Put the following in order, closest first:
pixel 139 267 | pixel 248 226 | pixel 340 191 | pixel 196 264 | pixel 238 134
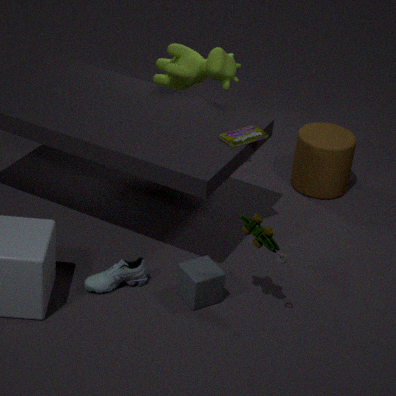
pixel 248 226
pixel 196 264
pixel 139 267
pixel 238 134
pixel 340 191
